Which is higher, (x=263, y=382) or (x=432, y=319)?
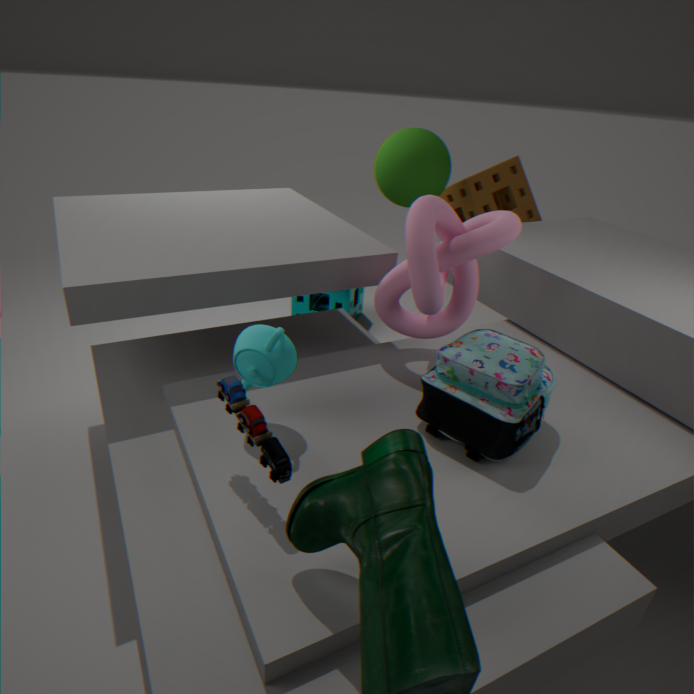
(x=432, y=319)
